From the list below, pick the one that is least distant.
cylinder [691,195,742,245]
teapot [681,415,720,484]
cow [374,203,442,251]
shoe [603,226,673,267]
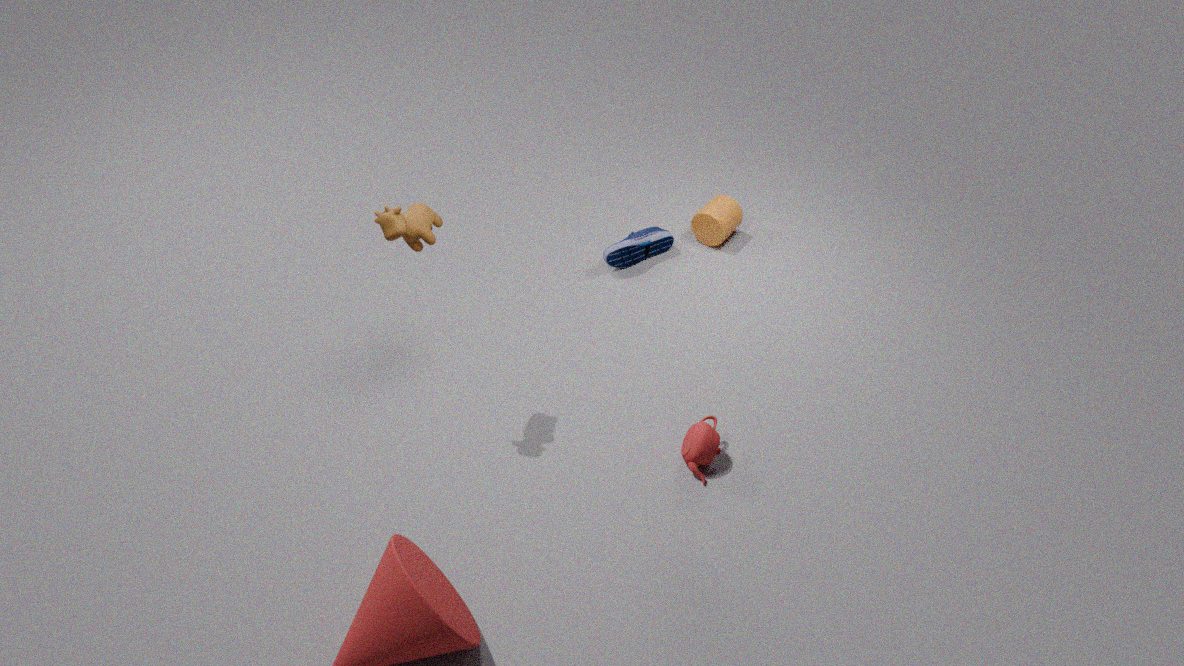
cow [374,203,442,251]
